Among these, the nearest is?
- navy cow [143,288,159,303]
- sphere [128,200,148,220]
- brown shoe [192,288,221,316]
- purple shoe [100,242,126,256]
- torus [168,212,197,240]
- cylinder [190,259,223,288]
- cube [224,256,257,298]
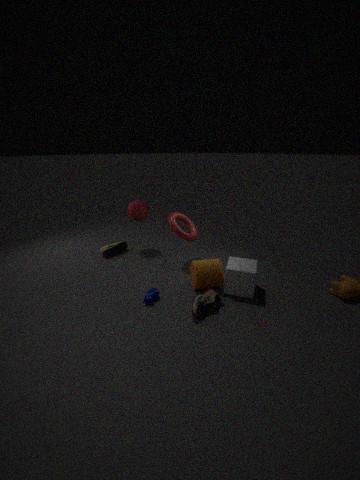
brown shoe [192,288,221,316]
